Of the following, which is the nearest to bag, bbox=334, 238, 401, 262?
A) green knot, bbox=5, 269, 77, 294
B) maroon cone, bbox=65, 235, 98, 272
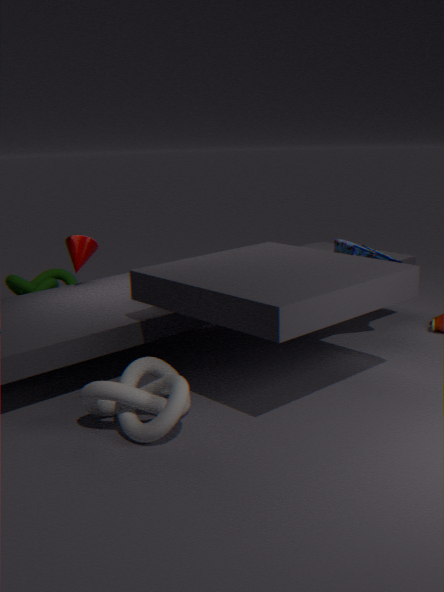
maroon cone, bbox=65, 235, 98, 272
